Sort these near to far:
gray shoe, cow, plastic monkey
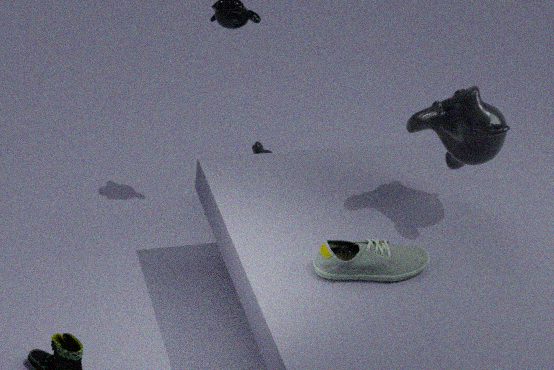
gray shoe < plastic monkey < cow
